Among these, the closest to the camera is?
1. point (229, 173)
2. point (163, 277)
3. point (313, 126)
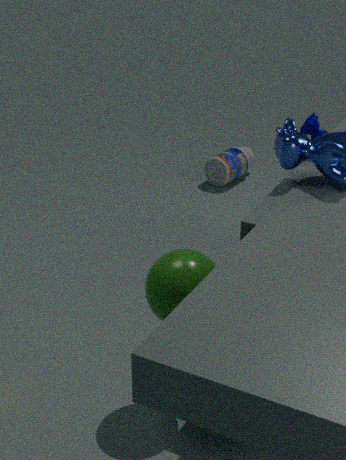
point (163, 277)
